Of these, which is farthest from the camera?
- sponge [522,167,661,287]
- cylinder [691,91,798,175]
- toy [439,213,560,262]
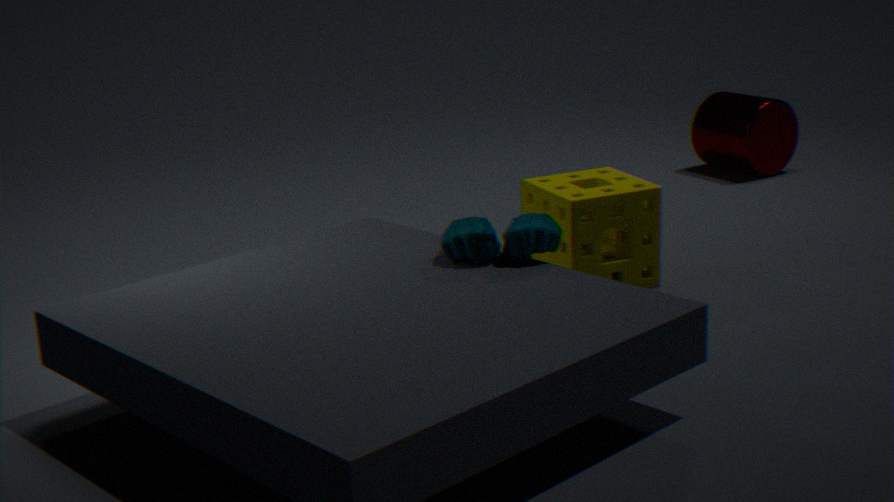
cylinder [691,91,798,175]
